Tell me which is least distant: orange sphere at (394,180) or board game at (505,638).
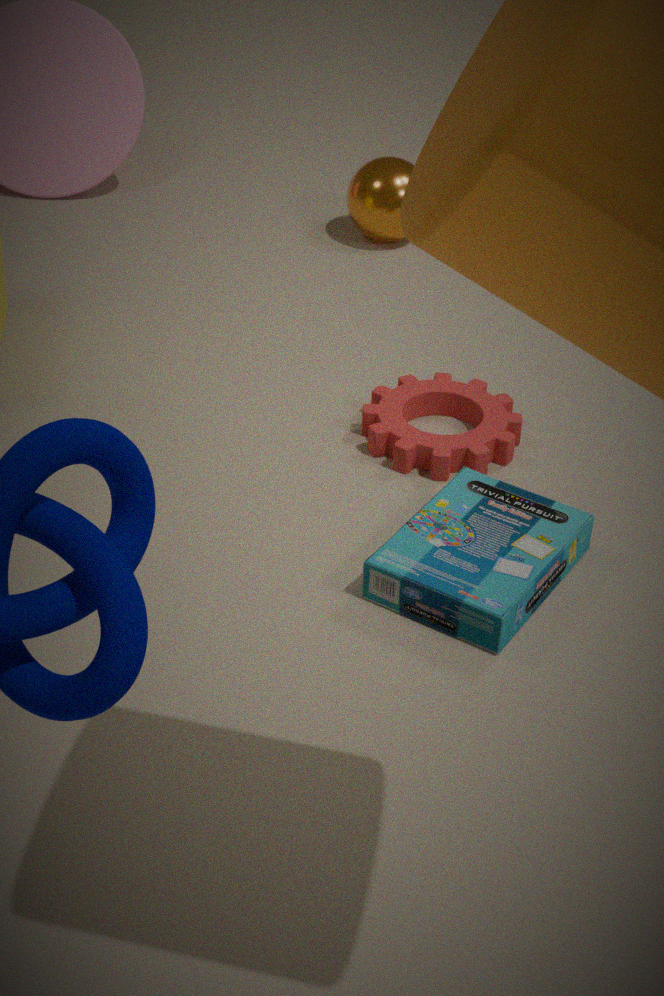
board game at (505,638)
